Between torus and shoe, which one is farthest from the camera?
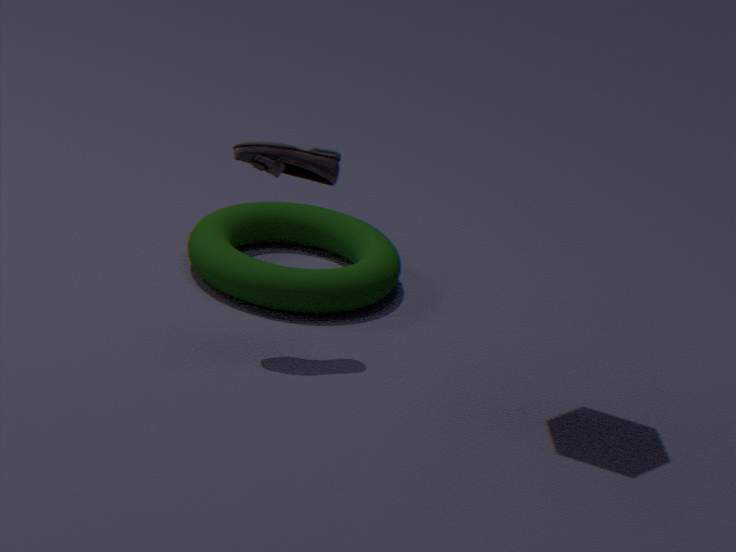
torus
